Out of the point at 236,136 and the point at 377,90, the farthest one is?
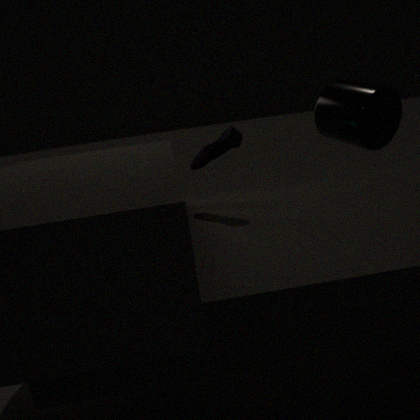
the point at 377,90
